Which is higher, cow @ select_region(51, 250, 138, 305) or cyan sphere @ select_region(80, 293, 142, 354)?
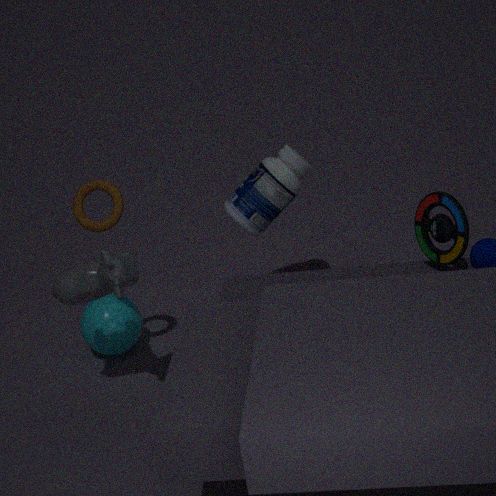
cow @ select_region(51, 250, 138, 305)
